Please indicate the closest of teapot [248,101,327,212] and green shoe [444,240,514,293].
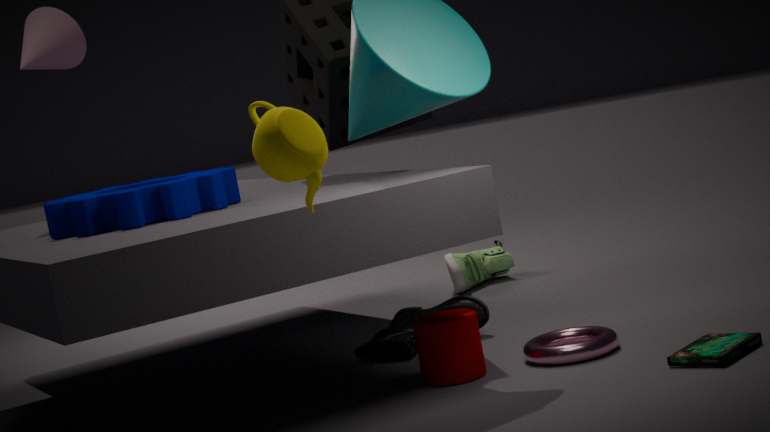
teapot [248,101,327,212]
